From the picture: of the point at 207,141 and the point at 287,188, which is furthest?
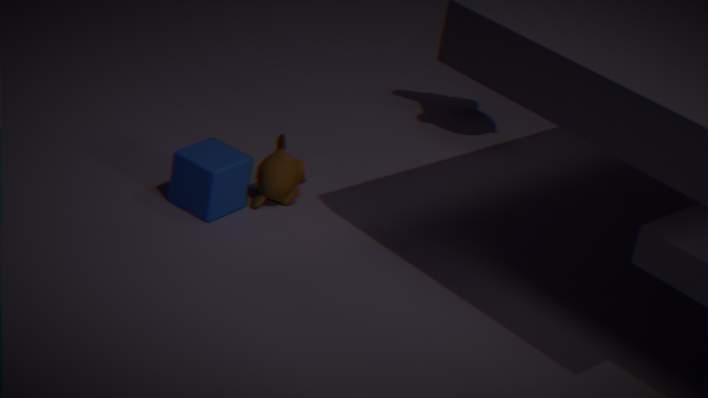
the point at 287,188
